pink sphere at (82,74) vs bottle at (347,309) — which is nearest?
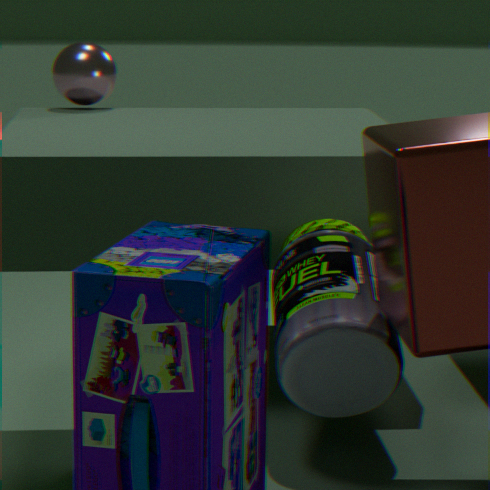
bottle at (347,309)
